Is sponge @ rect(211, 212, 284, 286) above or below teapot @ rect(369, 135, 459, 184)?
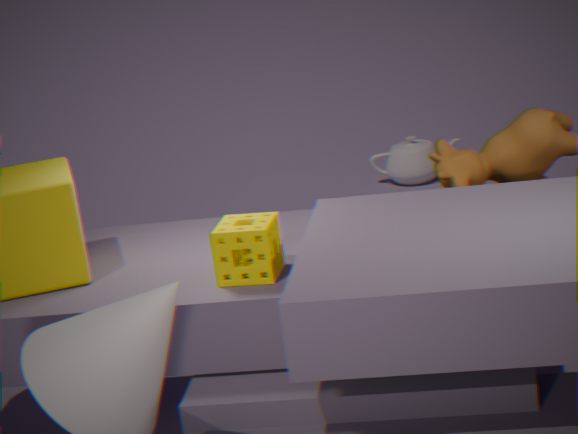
above
